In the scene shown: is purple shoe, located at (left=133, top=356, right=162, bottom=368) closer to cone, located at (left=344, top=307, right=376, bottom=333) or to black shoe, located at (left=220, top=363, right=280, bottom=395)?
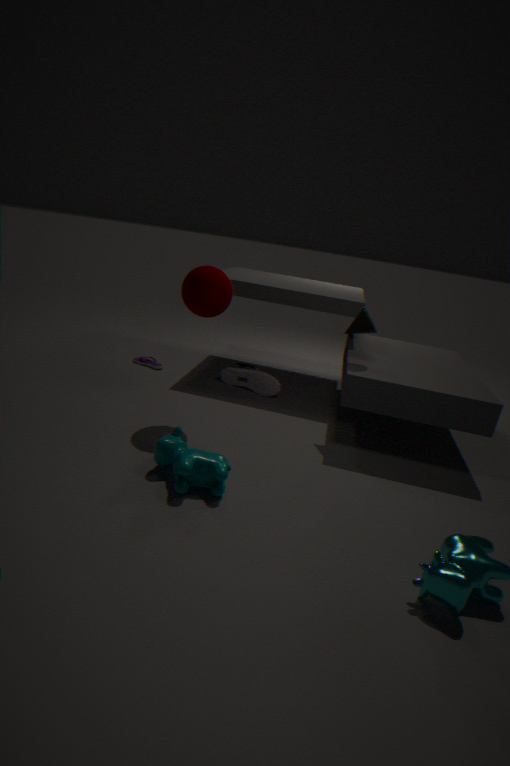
black shoe, located at (left=220, top=363, right=280, bottom=395)
